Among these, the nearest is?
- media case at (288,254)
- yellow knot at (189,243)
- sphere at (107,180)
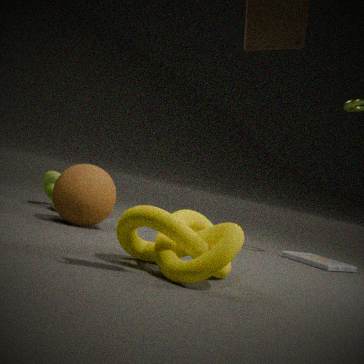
yellow knot at (189,243)
